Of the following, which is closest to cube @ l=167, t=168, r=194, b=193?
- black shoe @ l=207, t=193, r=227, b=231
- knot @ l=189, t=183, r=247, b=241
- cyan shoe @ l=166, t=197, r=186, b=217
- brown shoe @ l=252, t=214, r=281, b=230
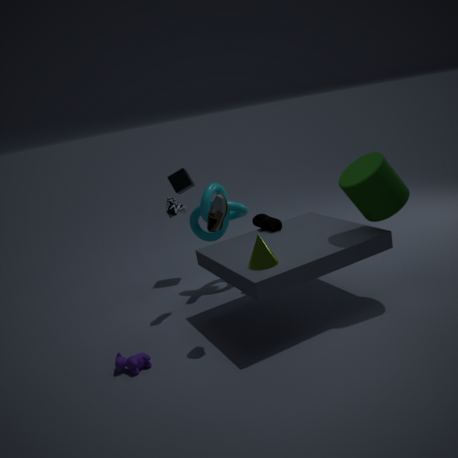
knot @ l=189, t=183, r=247, b=241
